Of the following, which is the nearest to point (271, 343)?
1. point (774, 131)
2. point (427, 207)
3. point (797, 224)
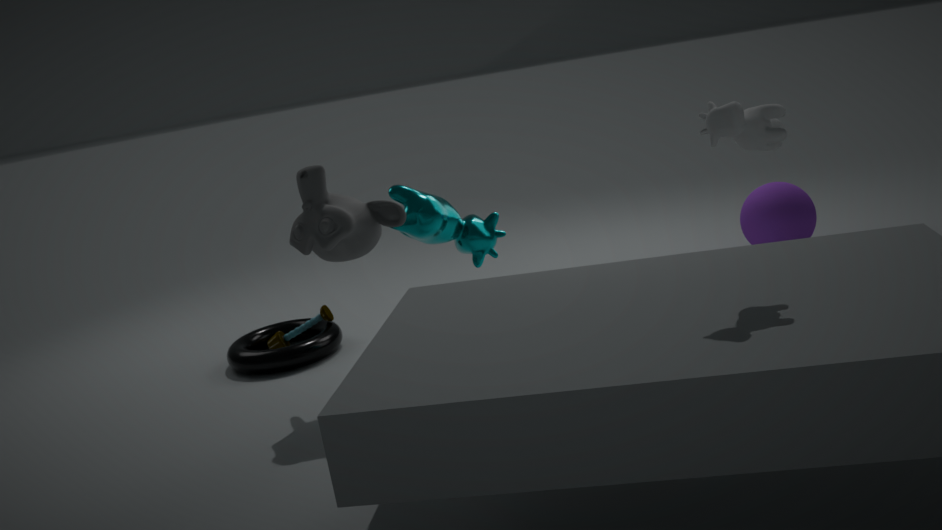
point (427, 207)
